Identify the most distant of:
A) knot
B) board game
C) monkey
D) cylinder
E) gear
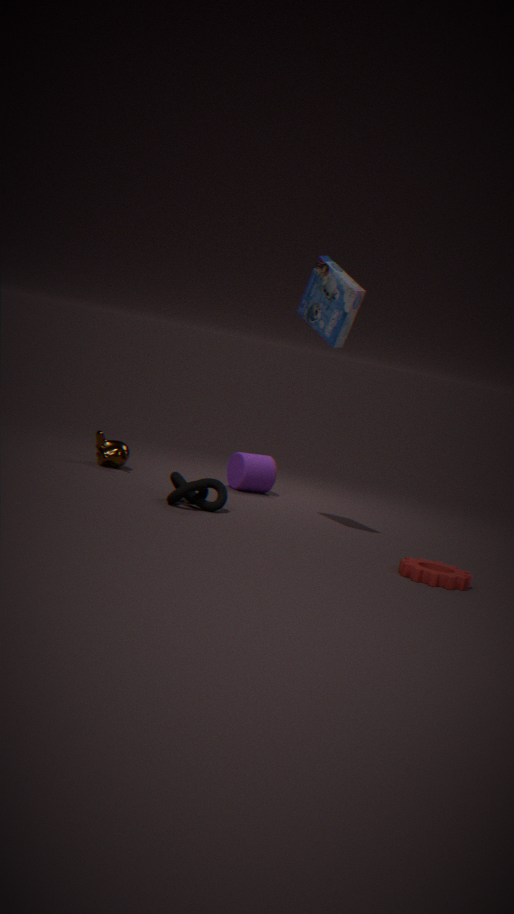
cylinder
